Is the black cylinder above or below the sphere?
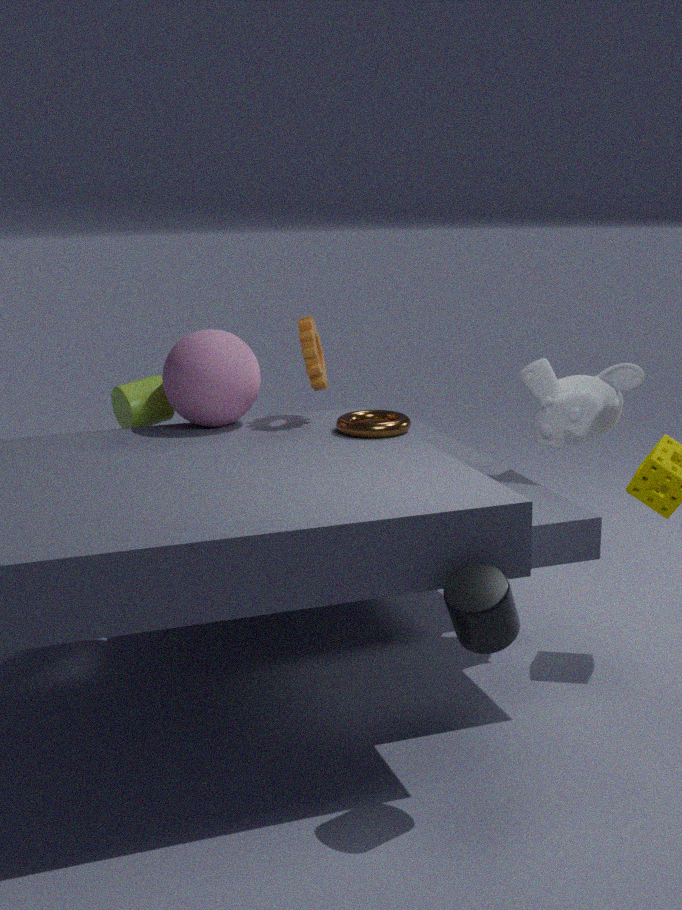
below
